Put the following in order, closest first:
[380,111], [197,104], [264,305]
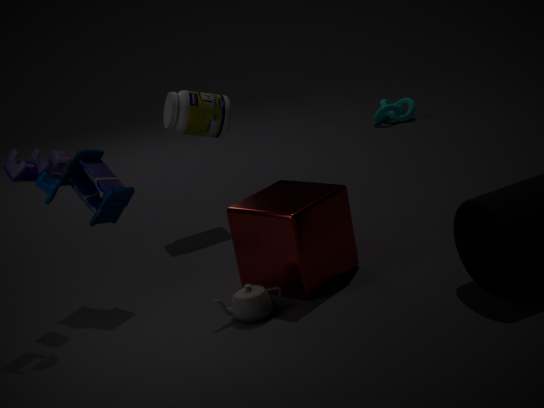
[264,305] < [197,104] < [380,111]
